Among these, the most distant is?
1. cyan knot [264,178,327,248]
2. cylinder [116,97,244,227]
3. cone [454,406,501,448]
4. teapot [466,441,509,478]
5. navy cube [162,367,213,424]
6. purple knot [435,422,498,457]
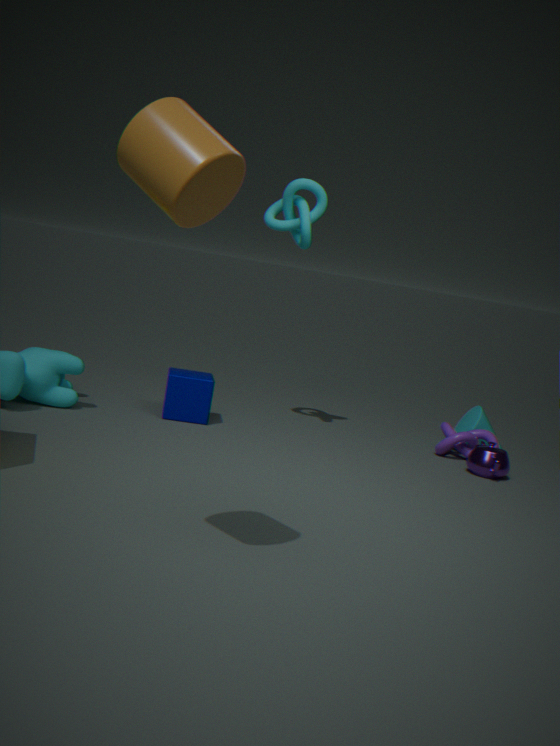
cone [454,406,501,448]
